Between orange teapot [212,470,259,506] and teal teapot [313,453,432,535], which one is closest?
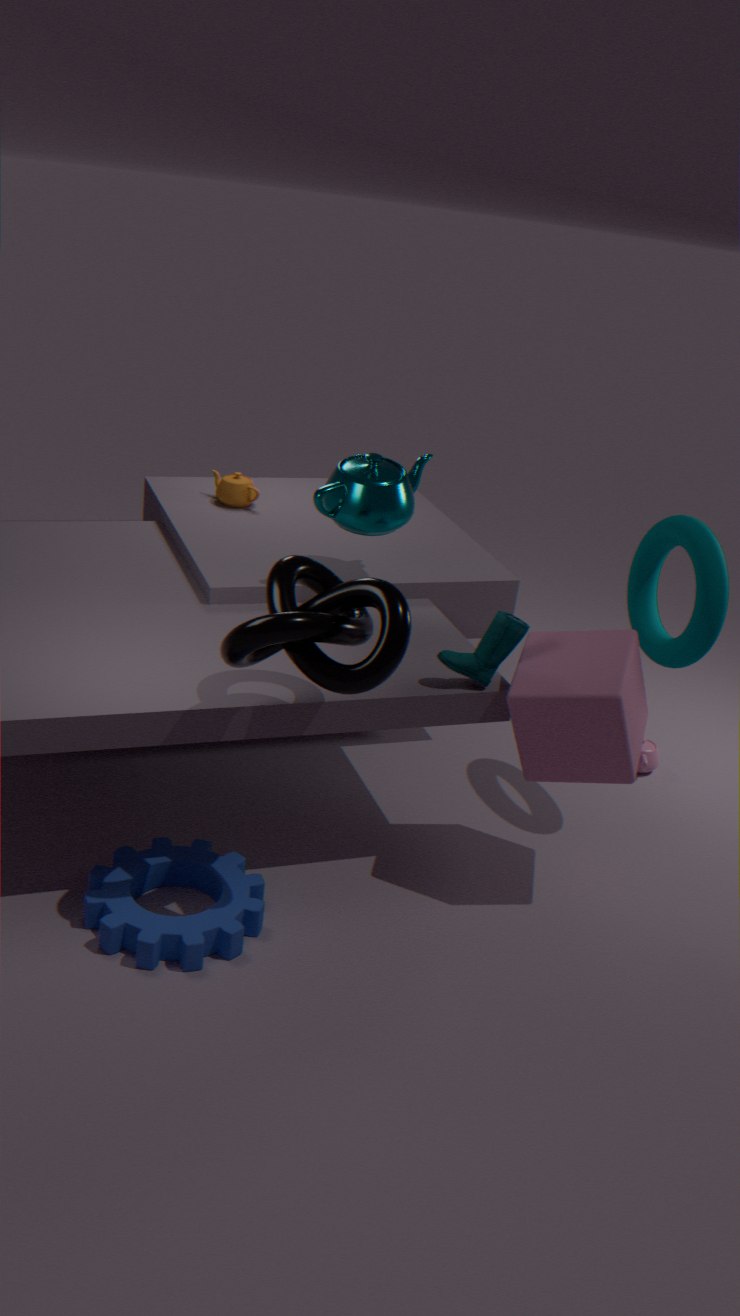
teal teapot [313,453,432,535]
